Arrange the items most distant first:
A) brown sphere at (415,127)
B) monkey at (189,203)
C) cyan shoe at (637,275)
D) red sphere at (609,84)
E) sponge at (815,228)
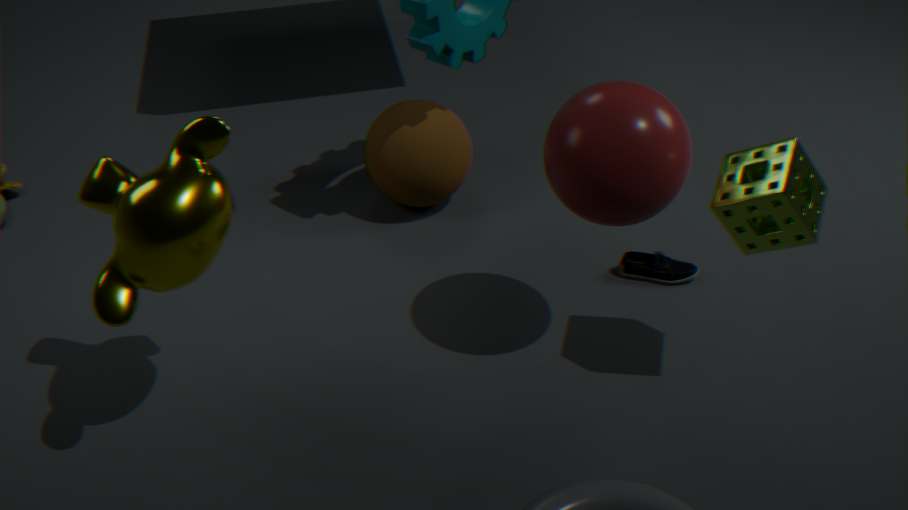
1. brown sphere at (415,127)
2. cyan shoe at (637,275)
3. red sphere at (609,84)
4. sponge at (815,228)
5. monkey at (189,203)
